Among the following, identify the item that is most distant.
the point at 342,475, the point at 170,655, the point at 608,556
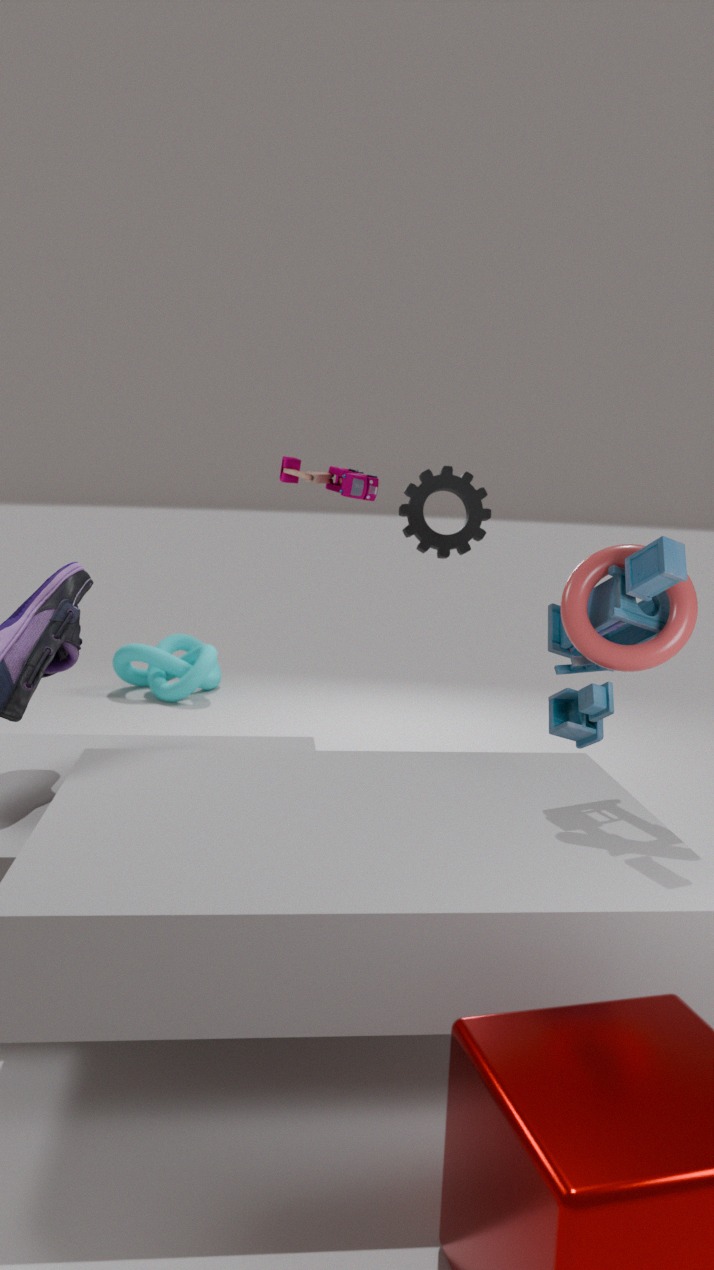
the point at 170,655
